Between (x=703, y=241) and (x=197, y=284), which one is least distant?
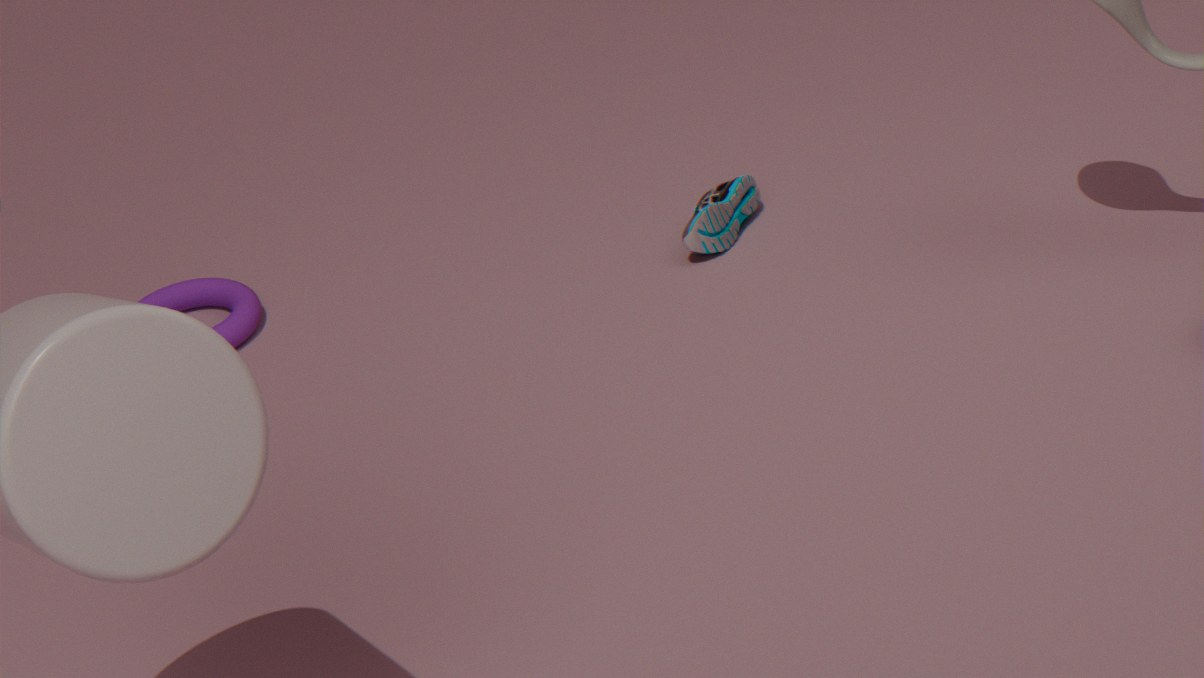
(x=703, y=241)
